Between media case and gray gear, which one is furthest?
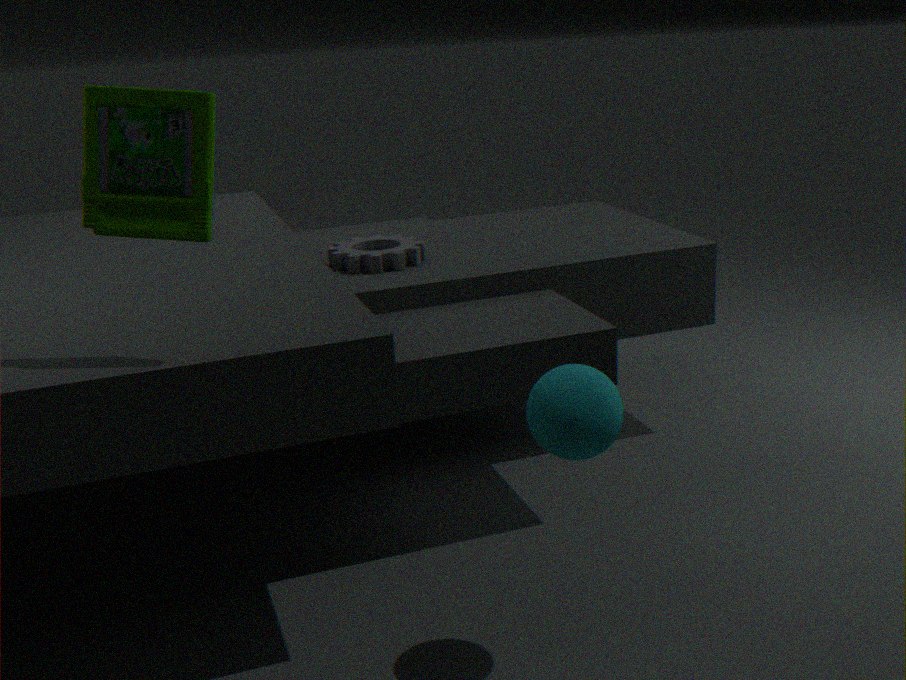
gray gear
